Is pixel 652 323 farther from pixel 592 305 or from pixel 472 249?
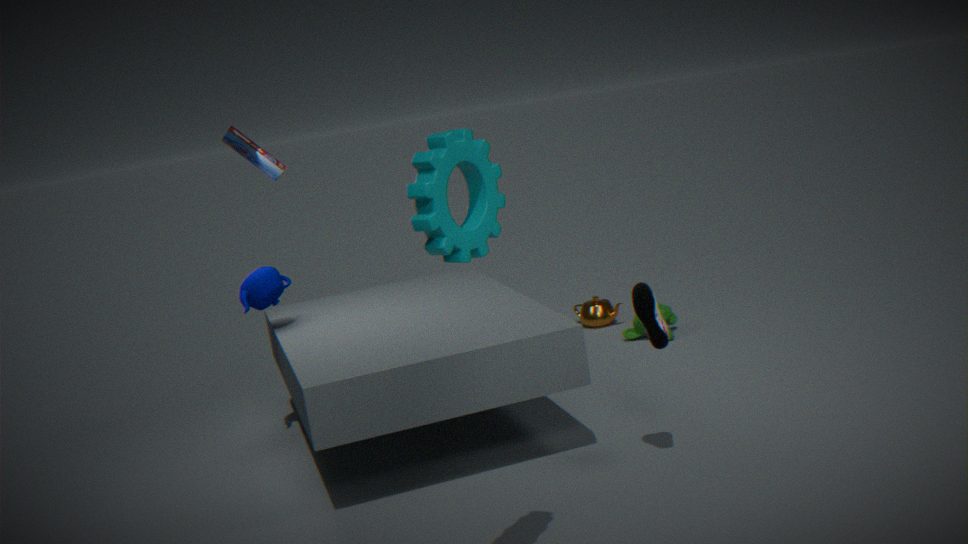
pixel 592 305
